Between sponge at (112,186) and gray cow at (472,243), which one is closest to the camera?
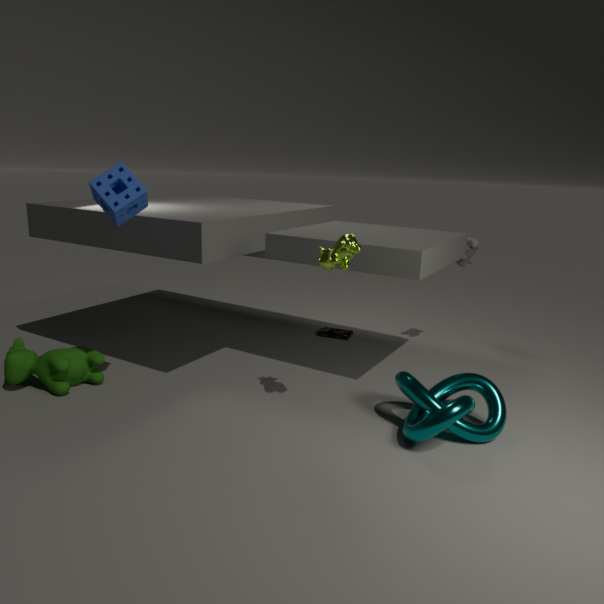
sponge at (112,186)
